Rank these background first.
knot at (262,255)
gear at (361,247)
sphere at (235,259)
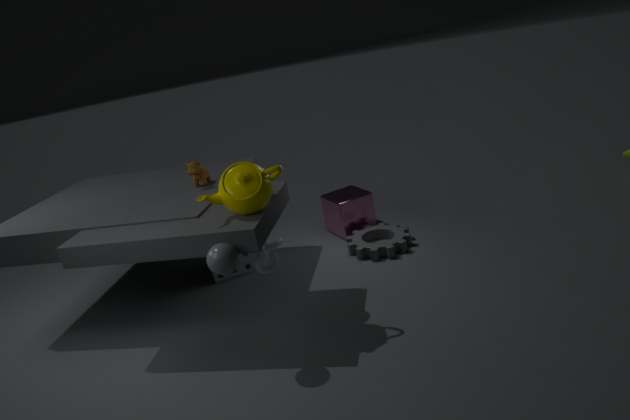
gear at (361,247) < knot at (262,255) < sphere at (235,259)
